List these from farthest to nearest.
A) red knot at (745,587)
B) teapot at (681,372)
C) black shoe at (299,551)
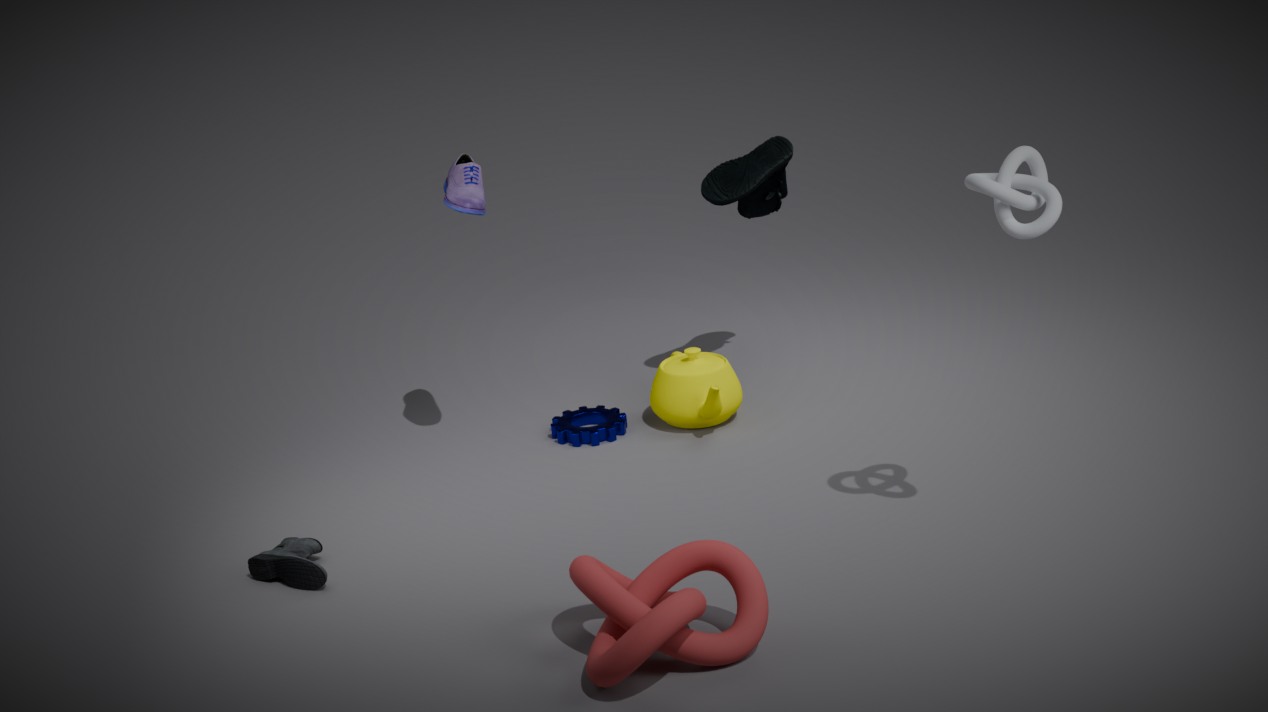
teapot at (681,372) → black shoe at (299,551) → red knot at (745,587)
